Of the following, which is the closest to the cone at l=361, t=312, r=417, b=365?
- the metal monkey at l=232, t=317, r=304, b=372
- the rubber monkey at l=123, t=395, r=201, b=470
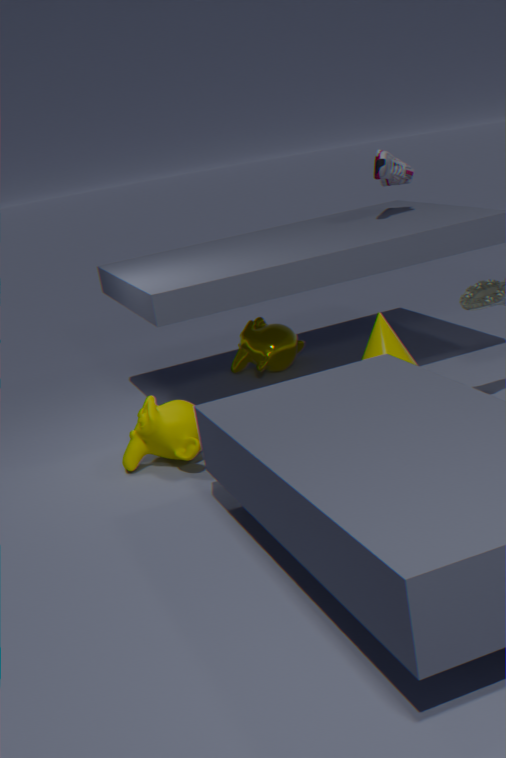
the metal monkey at l=232, t=317, r=304, b=372
